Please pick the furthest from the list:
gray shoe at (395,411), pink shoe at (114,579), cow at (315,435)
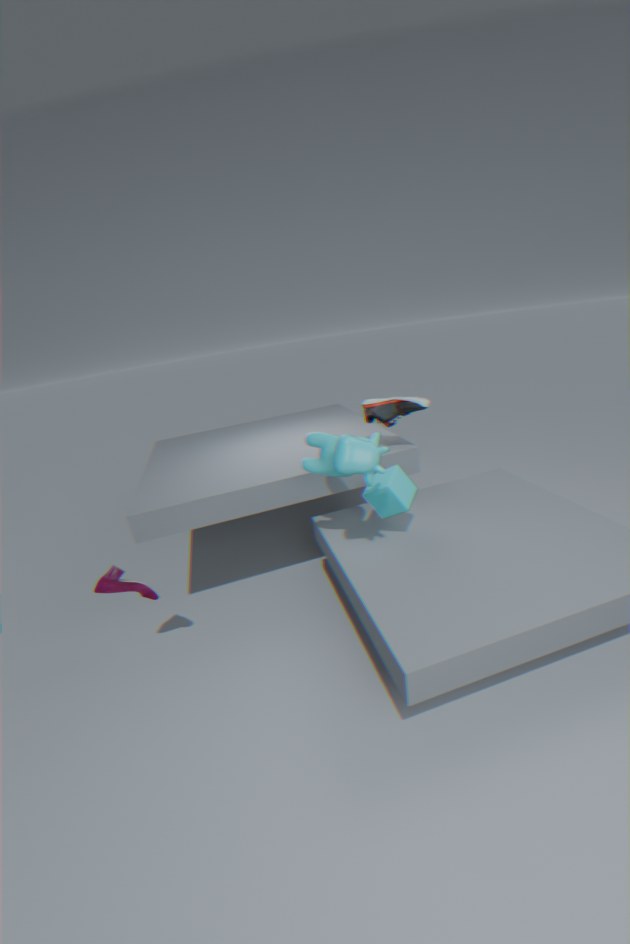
gray shoe at (395,411)
